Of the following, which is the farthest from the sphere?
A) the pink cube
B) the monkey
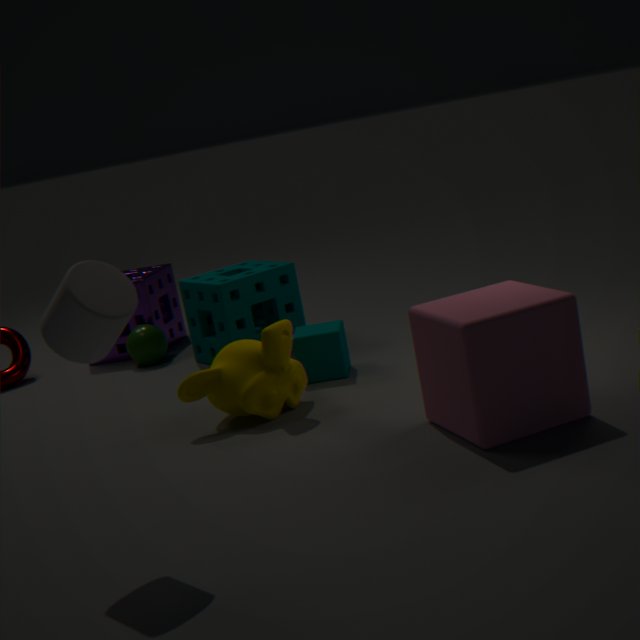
the pink cube
